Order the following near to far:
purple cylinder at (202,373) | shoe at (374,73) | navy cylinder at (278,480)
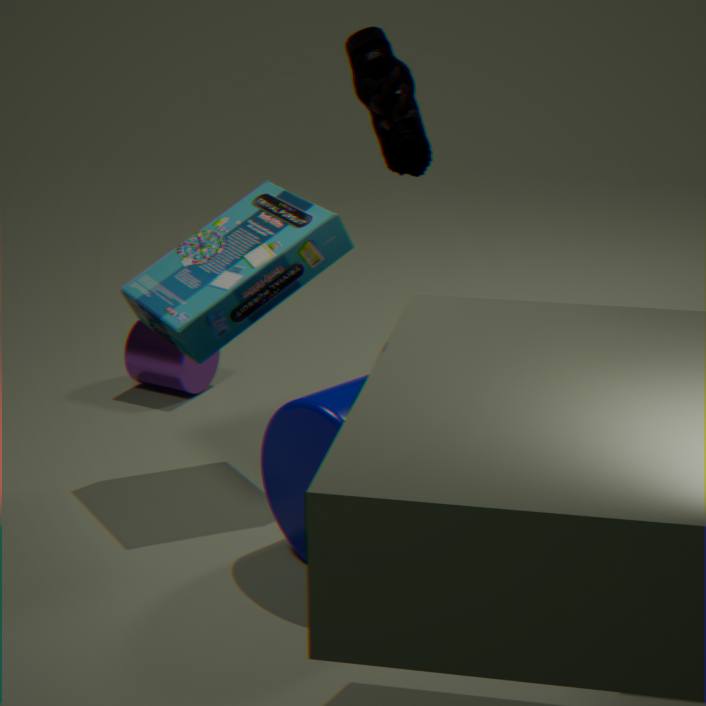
shoe at (374,73)
navy cylinder at (278,480)
purple cylinder at (202,373)
